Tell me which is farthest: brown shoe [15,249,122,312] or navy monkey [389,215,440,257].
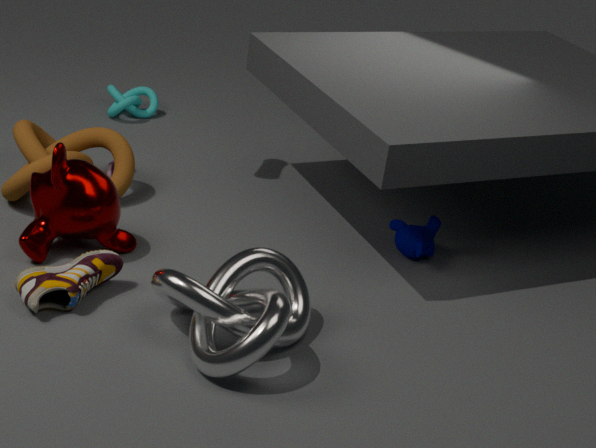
navy monkey [389,215,440,257]
